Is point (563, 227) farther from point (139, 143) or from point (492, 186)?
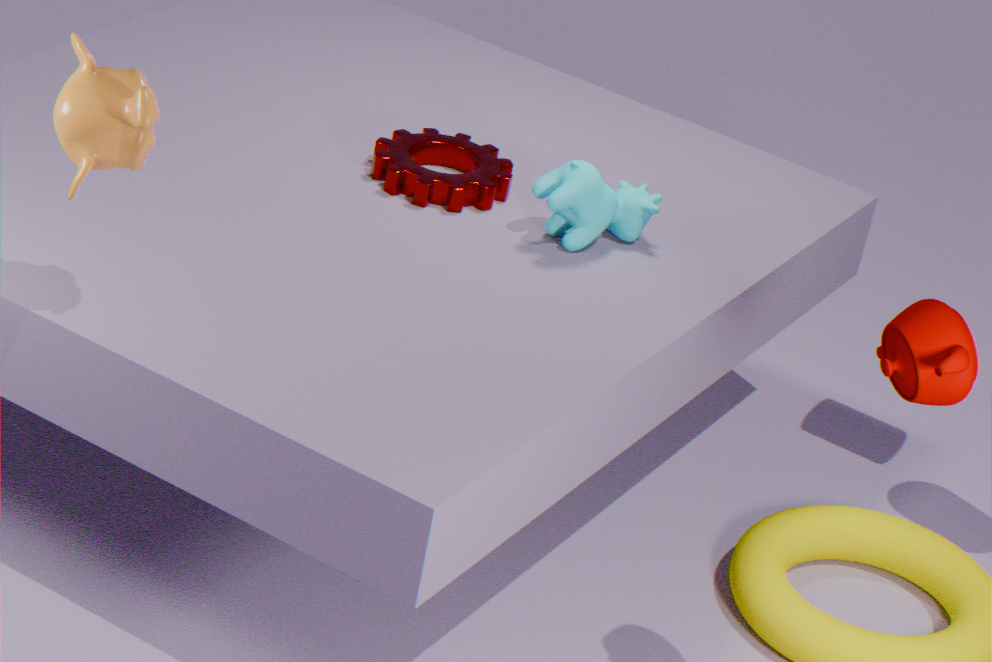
point (139, 143)
